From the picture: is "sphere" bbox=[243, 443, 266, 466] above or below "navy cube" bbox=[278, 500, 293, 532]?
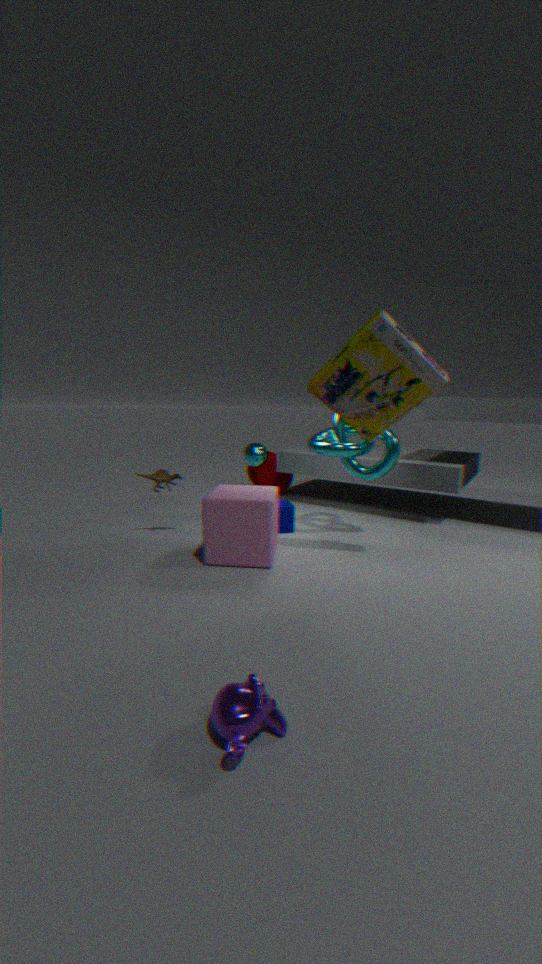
above
